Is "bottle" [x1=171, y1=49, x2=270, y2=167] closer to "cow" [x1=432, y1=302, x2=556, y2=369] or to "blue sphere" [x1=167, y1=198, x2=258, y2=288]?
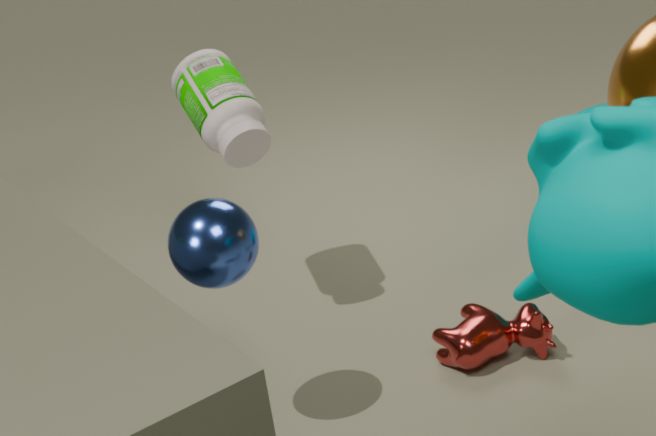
"blue sphere" [x1=167, y1=198, x2=258, y2=288]
